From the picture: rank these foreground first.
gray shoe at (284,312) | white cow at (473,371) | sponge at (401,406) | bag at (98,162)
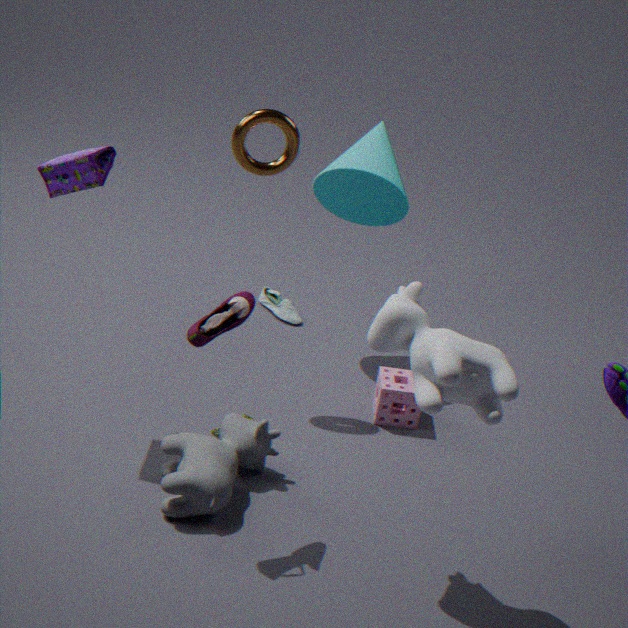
white cow at (473,371)
bag at (98,162)
sponge at (401,406)
gray shoe at (284,312)
